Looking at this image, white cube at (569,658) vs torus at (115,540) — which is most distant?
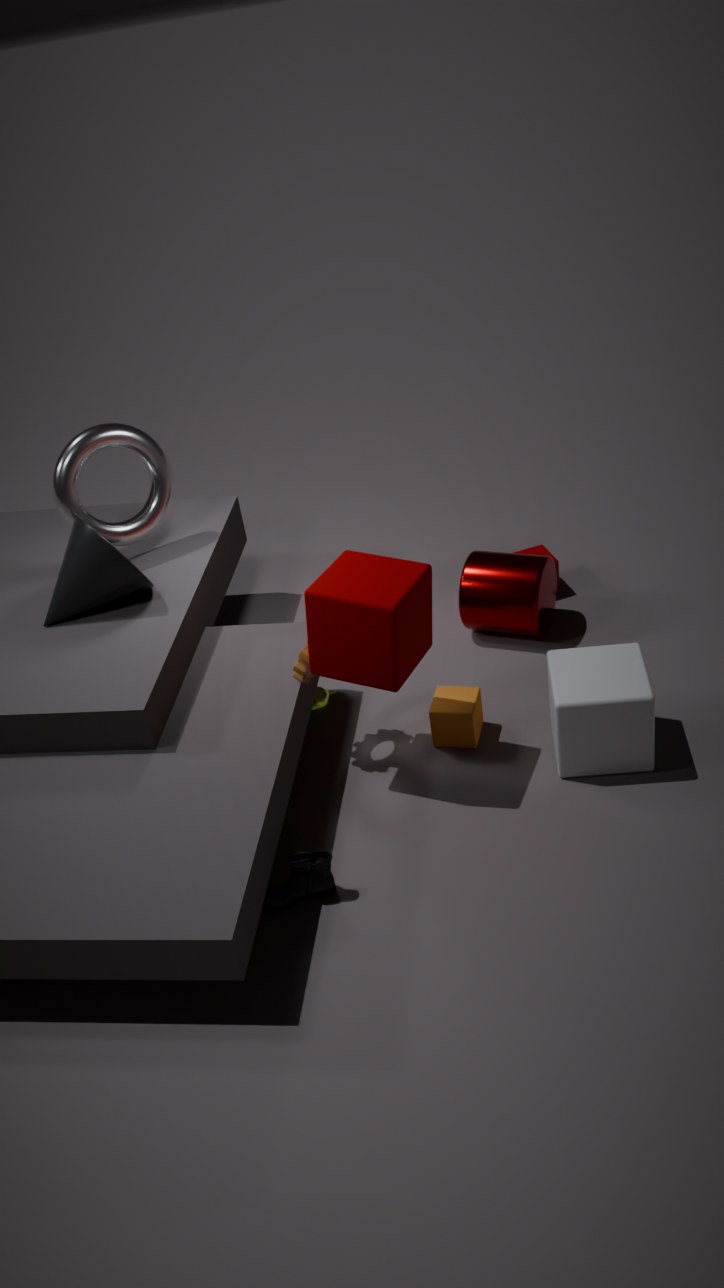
torus at (115,540)
